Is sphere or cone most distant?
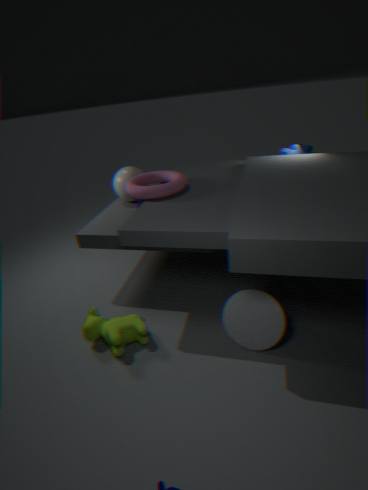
sphere
